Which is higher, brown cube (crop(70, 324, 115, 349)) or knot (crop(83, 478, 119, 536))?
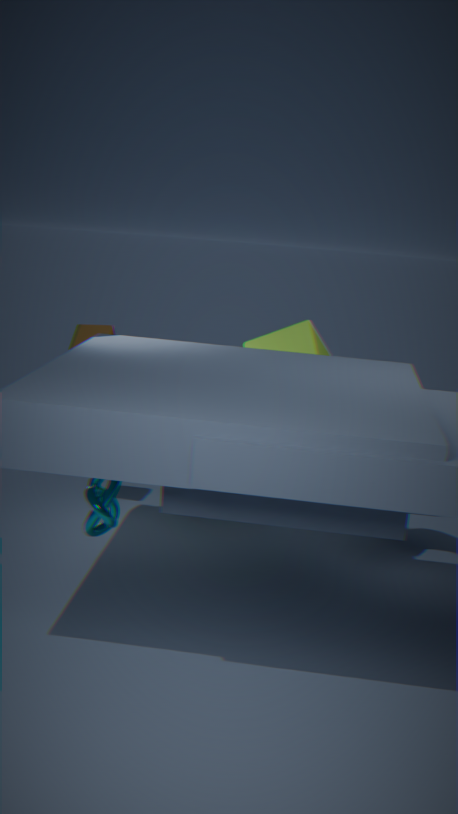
brown cube (crop(70, 324, 115, 349))
